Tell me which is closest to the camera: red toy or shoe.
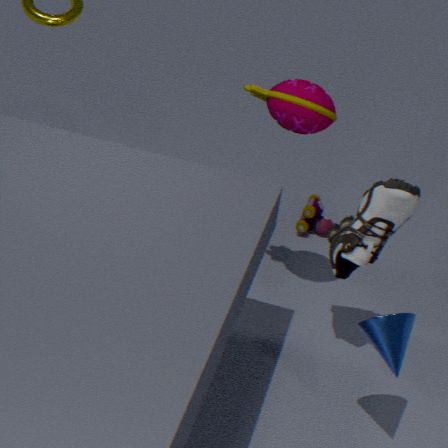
shoe
